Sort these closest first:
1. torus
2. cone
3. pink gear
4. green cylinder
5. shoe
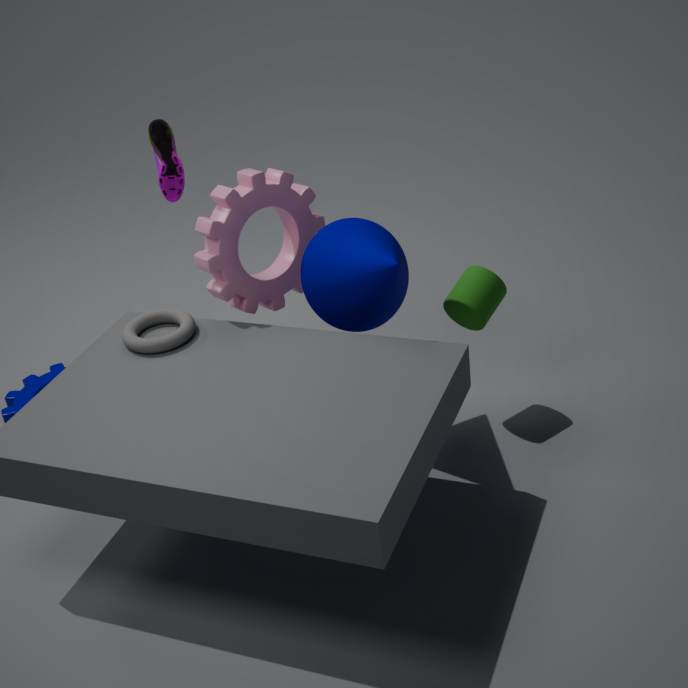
cone
torus
pink gear
green cylinder
shoe
